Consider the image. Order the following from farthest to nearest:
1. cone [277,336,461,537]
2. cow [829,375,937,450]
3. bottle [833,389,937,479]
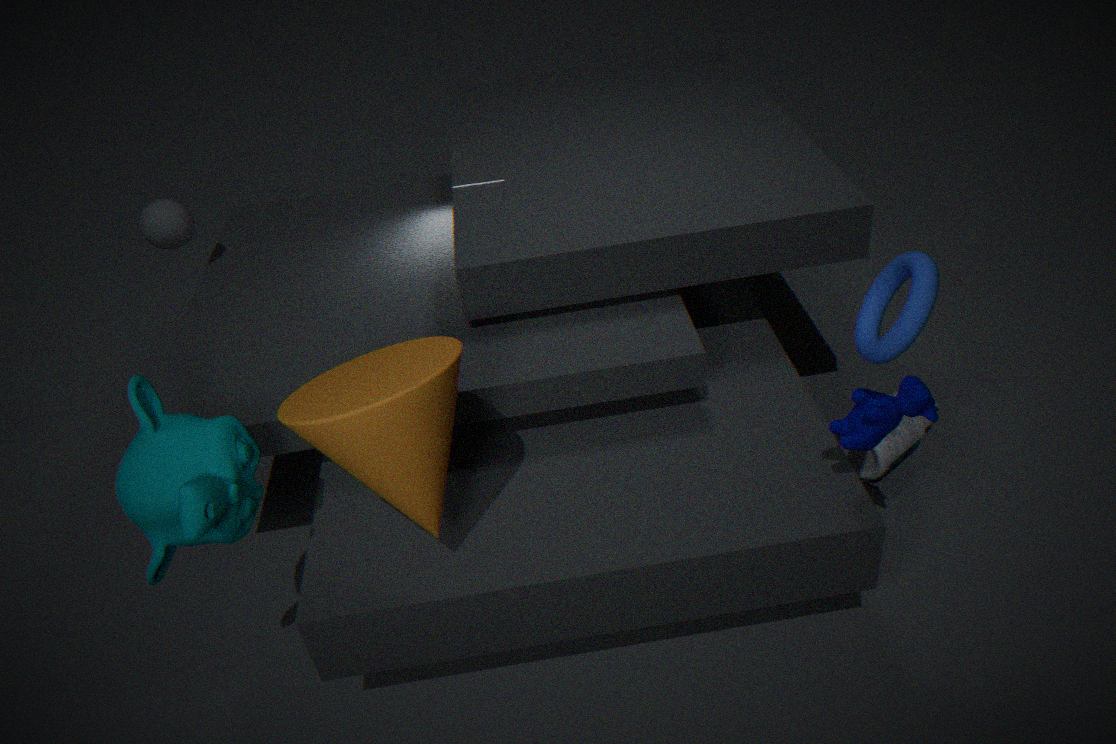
1. bottle [833,389,937,479]
2. cow [829,375,937,450]
3. cone [277,336,461,537]
